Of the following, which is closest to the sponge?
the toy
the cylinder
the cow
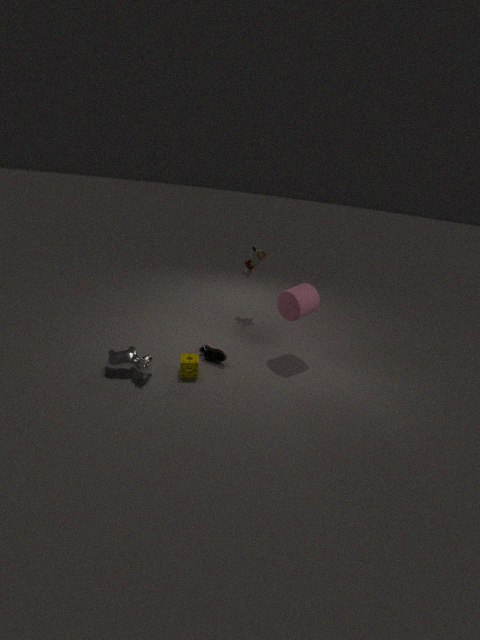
the cow
